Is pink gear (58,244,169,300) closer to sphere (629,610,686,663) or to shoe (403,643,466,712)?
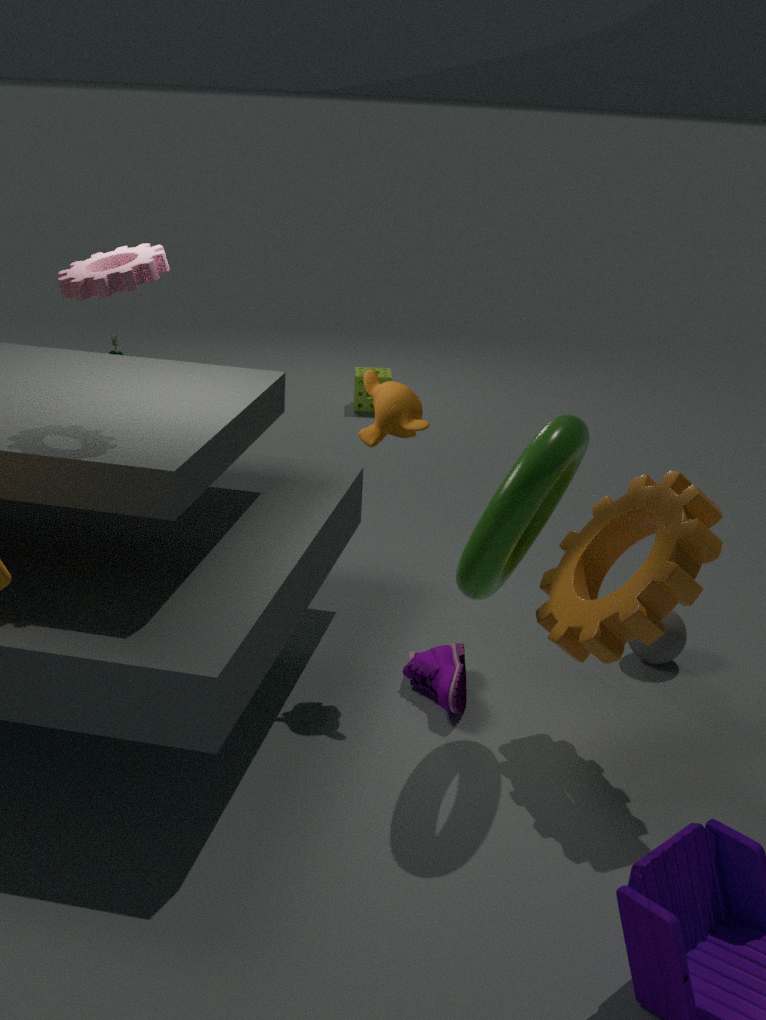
shoe (403,643,466,712)
